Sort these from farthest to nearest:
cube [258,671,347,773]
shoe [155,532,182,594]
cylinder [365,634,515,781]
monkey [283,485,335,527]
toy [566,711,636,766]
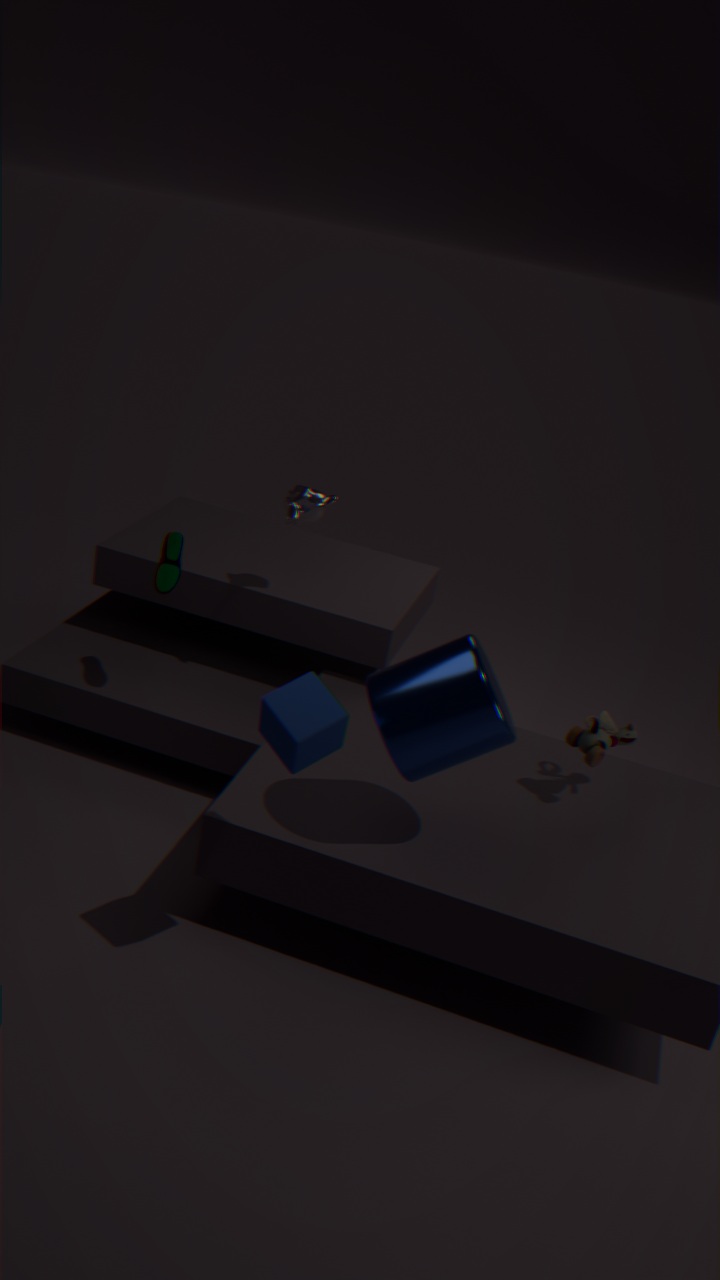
monkey [283,485,335,527]
shoe [155,532,182,594]
toy [566,711,636,766]
cylinder [365,634,515,781]
cube [258,671,347,773]
